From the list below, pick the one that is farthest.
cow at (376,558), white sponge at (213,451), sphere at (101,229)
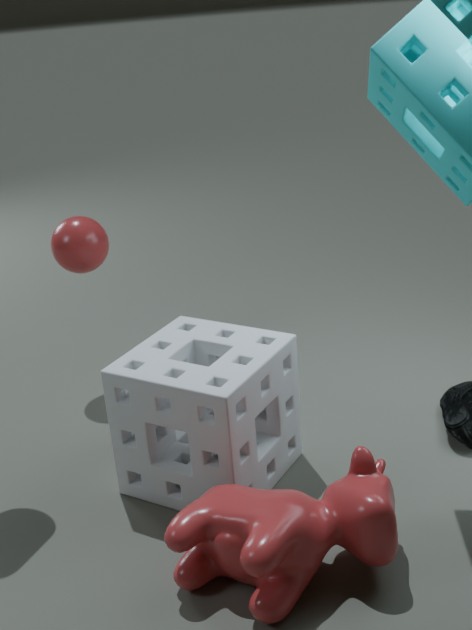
sphere at (101,229)
